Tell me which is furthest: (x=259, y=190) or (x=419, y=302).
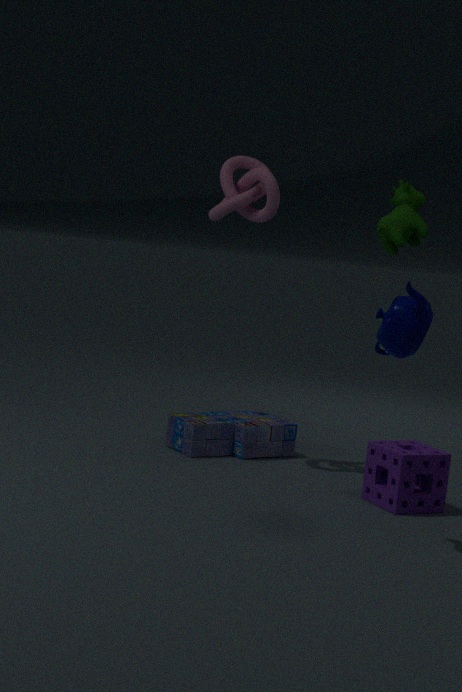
(x=259, y=190)
